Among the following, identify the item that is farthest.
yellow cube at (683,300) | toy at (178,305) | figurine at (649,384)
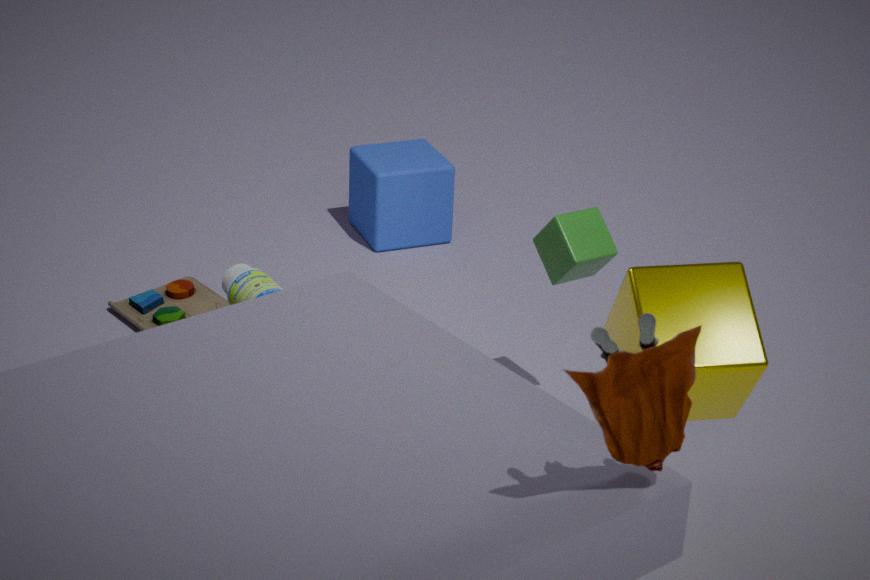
toy at (178,305)
